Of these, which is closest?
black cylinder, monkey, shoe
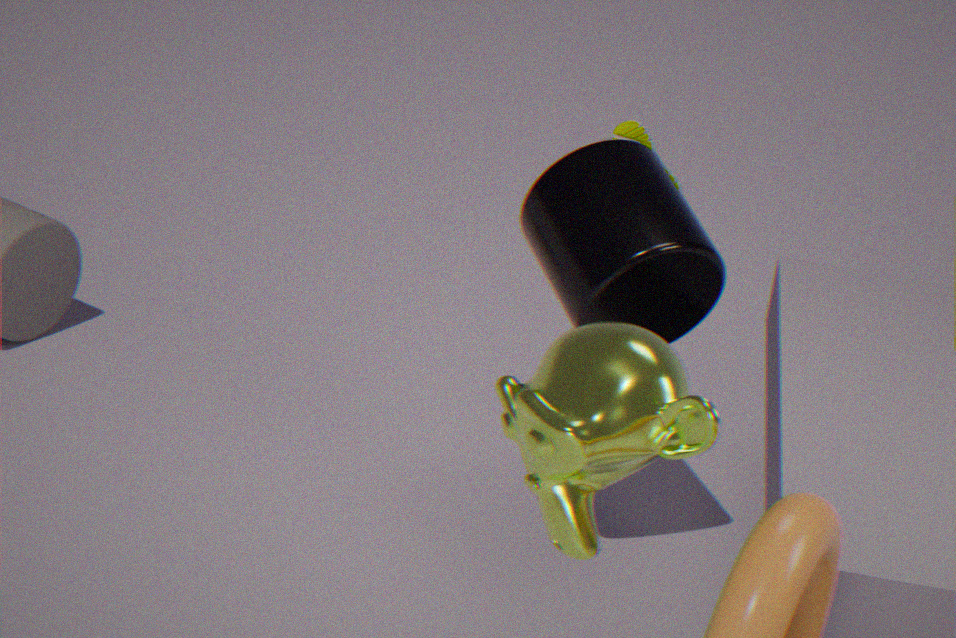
monkey
